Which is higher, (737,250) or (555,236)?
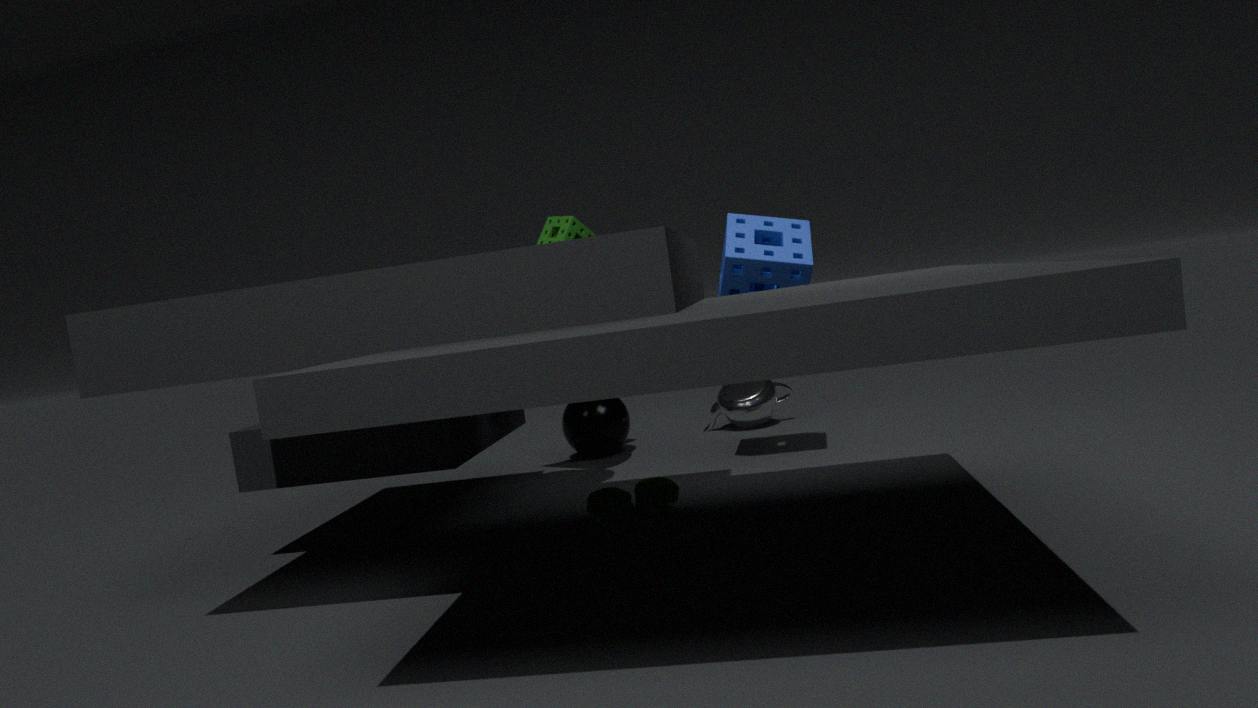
(555,236)
